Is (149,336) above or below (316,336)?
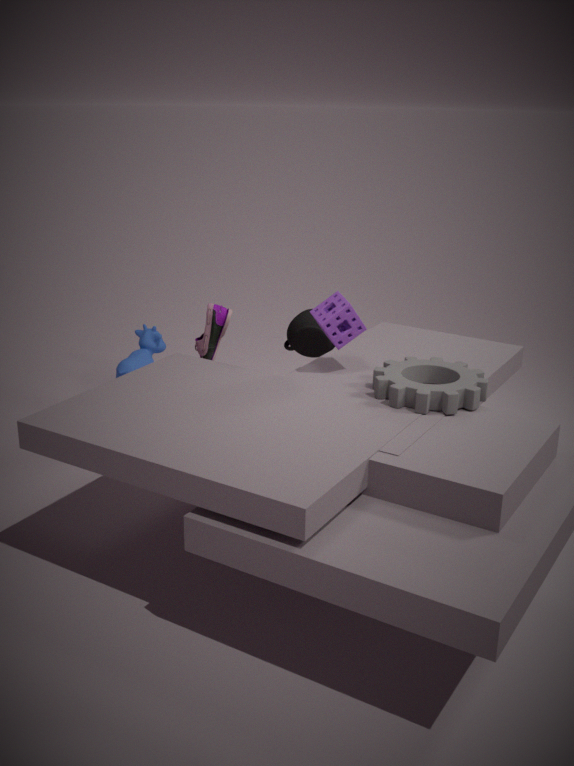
below
